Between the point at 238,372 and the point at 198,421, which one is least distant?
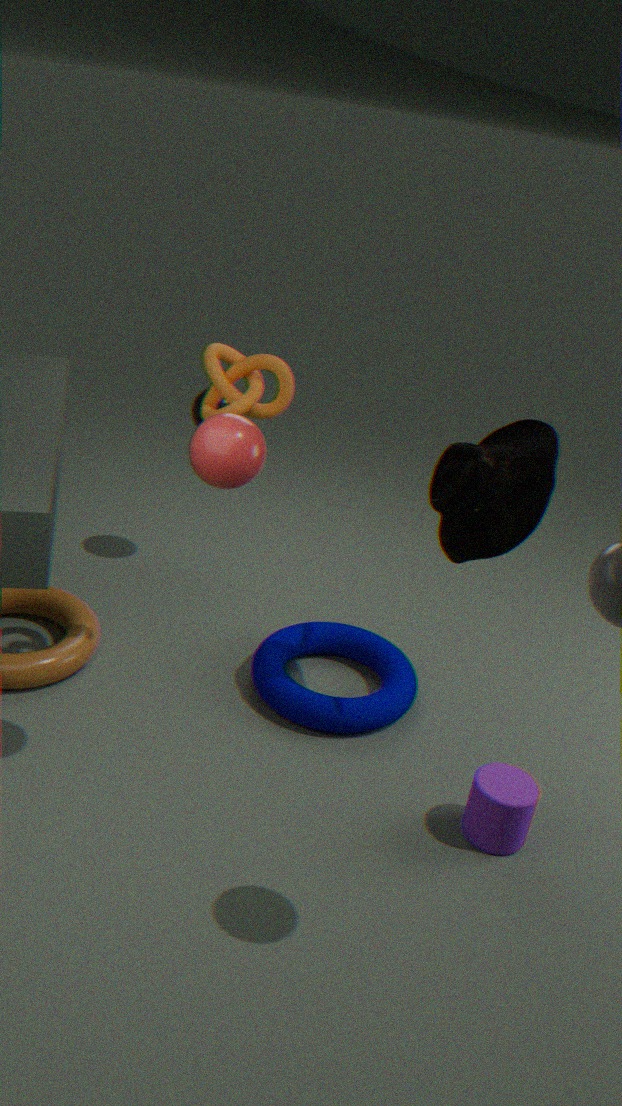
the point at 238,372
